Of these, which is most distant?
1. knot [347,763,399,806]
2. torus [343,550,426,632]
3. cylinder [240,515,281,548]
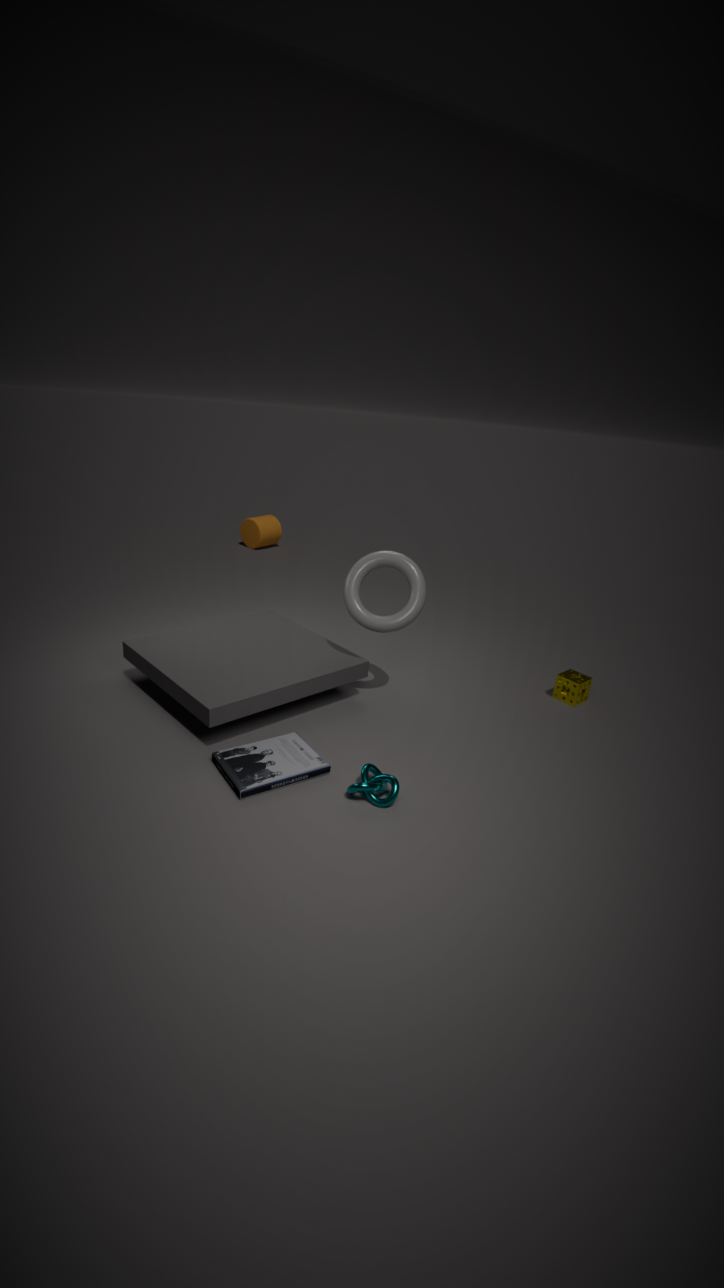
cylinder [240,515,281,548]
